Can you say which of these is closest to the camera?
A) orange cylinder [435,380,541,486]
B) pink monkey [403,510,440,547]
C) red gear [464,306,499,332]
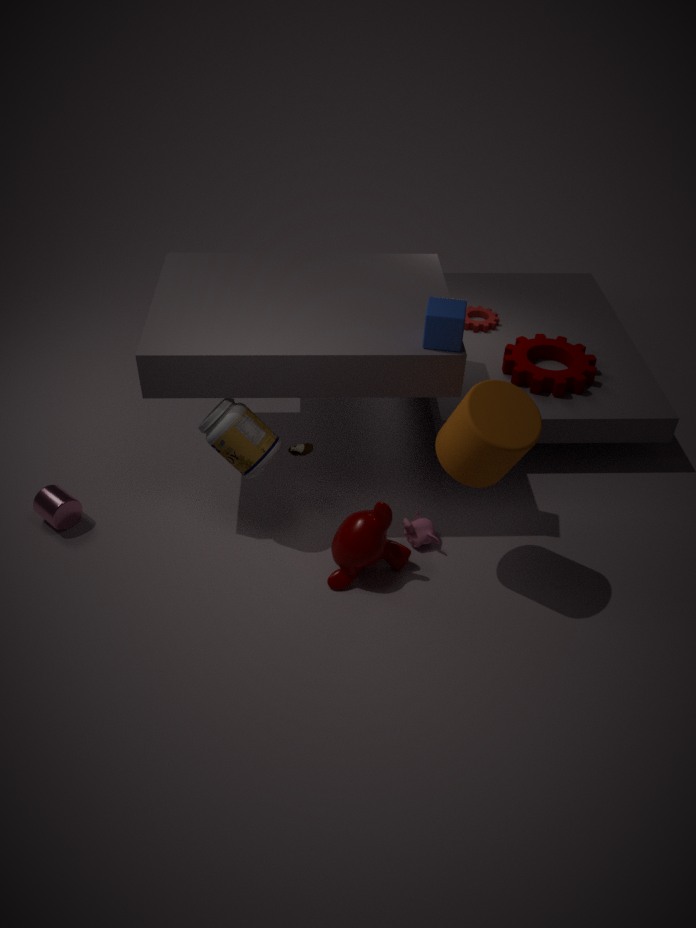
A. orange cylinder [435,380,541,486]
